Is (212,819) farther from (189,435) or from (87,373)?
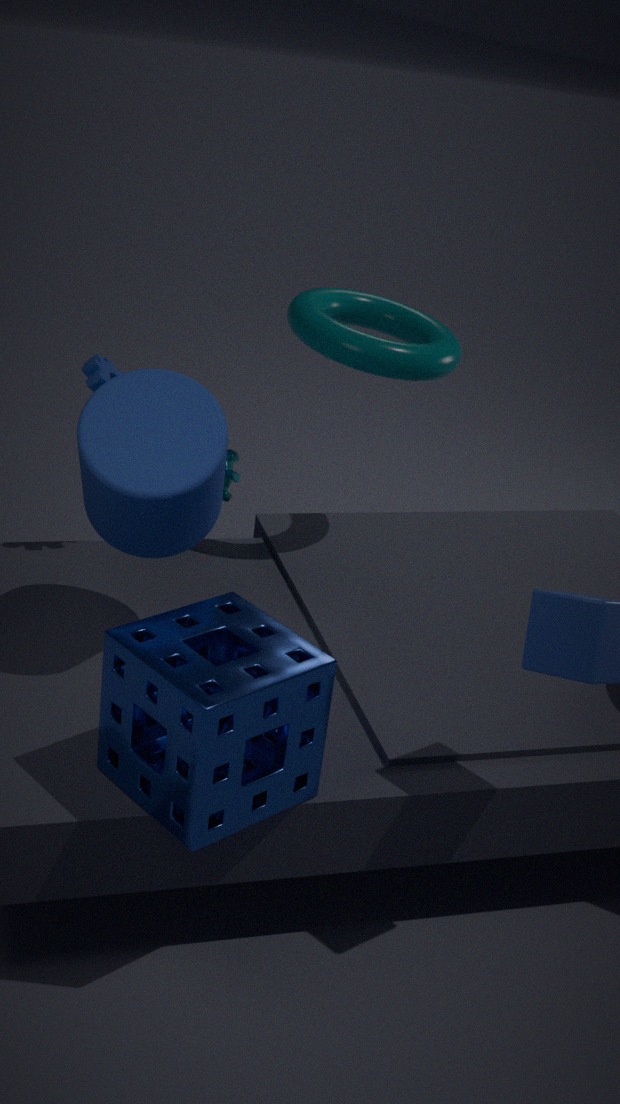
(87,373)
